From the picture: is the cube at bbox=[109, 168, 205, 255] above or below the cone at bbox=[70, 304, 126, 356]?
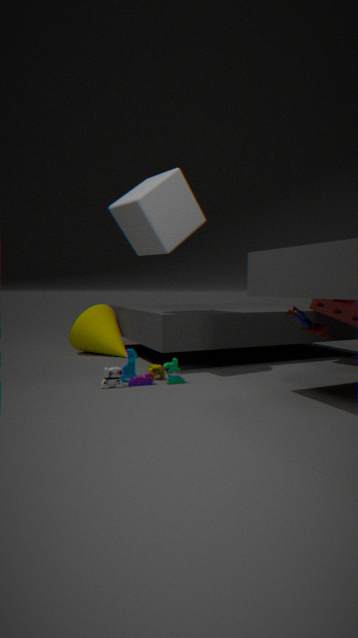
above
